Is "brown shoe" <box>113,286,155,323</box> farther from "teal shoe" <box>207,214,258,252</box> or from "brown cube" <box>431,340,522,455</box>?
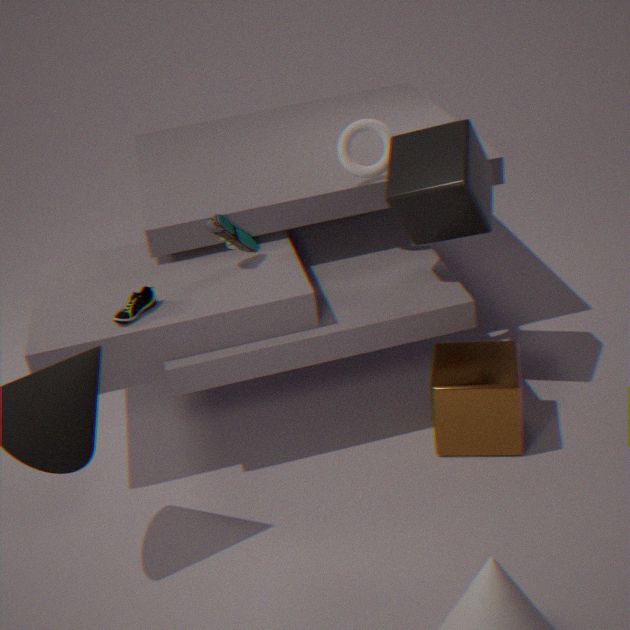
"brown cube" <box>431,340,522,455</box>
